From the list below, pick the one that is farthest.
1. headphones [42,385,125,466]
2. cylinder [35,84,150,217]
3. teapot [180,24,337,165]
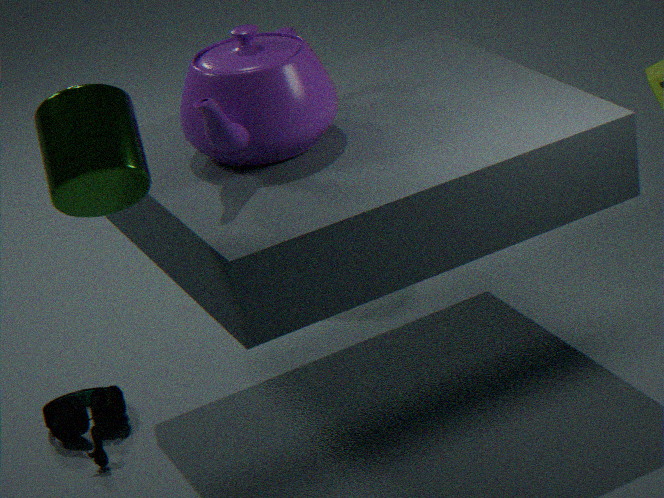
headphones [42,385,125,466]
